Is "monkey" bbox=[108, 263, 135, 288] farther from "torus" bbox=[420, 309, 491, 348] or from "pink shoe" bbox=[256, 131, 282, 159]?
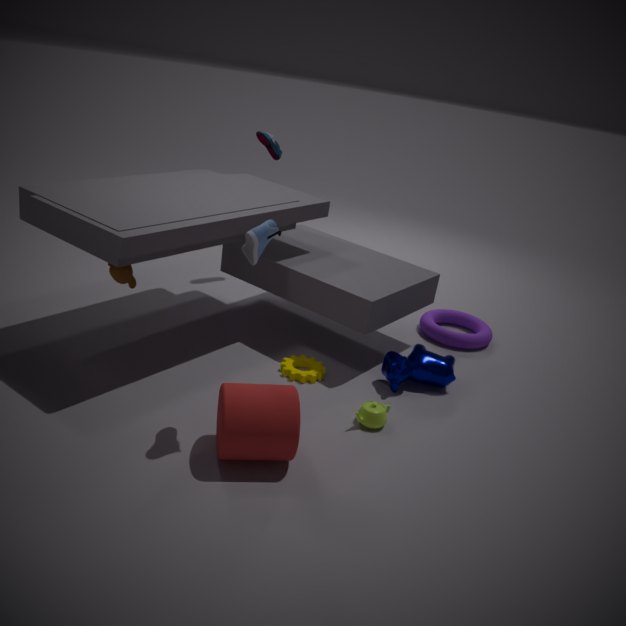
"torus" bbox=[420, 309, 491, 348]
